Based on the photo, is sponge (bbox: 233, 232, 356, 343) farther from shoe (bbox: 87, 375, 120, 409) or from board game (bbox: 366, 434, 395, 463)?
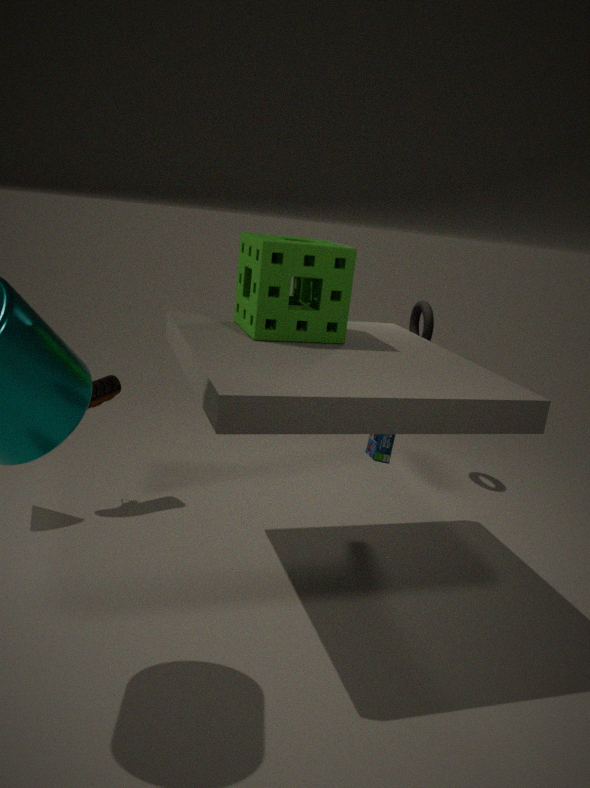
shoe (bbox: 87, 375, 120, 409)
